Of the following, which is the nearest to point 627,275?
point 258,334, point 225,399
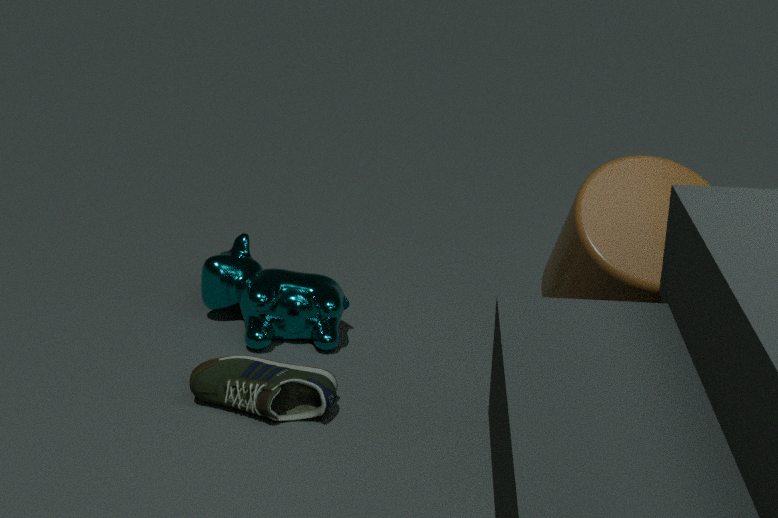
point 225,399
